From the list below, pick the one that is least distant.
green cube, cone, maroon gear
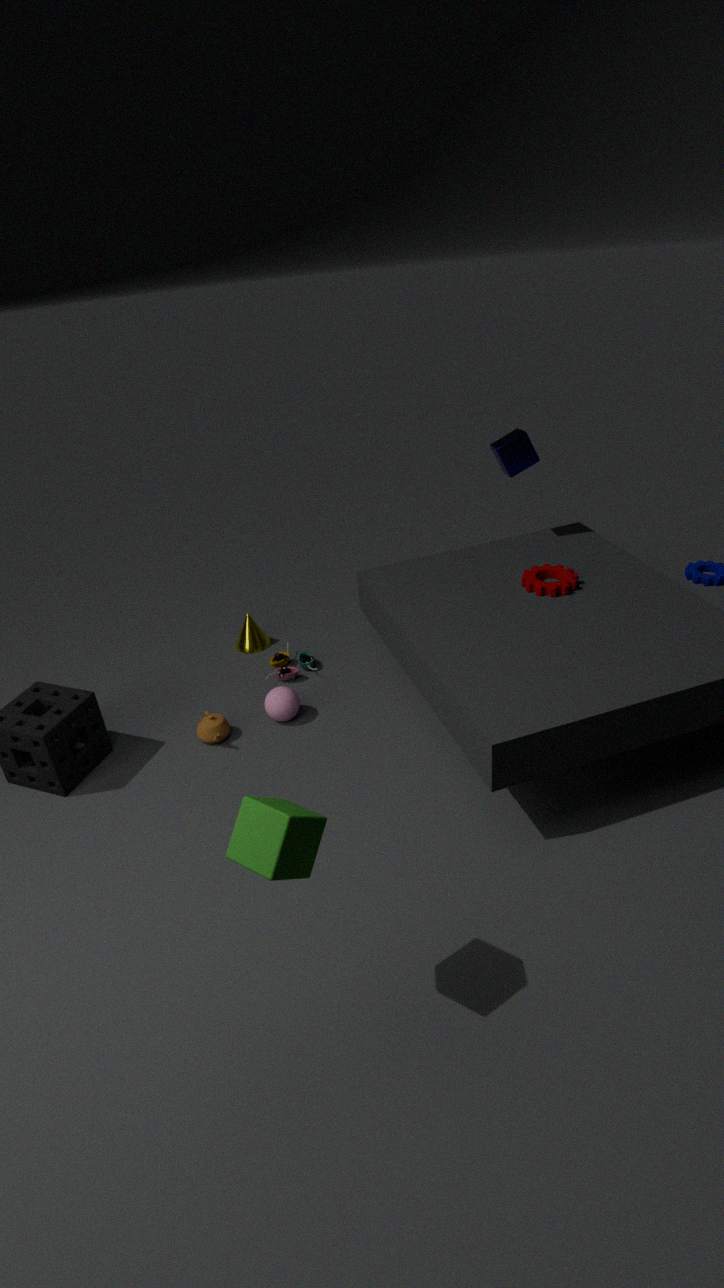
green cube
